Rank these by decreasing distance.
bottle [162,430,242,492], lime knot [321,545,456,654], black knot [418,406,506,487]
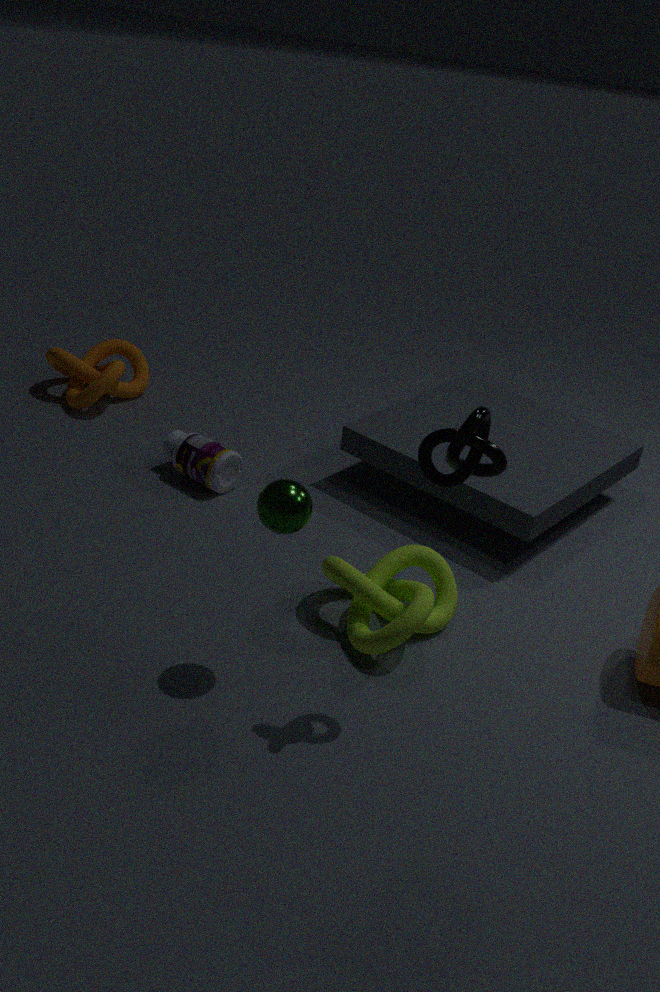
bottle [162,430,242,492] → lime knot [321,545,456,654] → black knot [418,406,506,487]
